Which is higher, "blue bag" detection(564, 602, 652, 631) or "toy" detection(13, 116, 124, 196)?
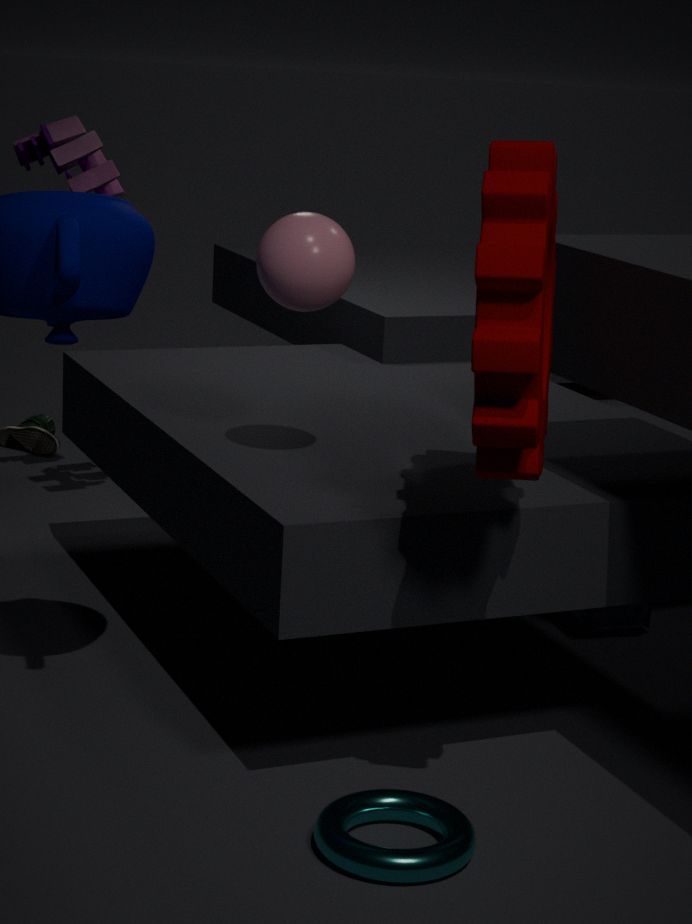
"toy" detection(13, 116, 124, 196)
